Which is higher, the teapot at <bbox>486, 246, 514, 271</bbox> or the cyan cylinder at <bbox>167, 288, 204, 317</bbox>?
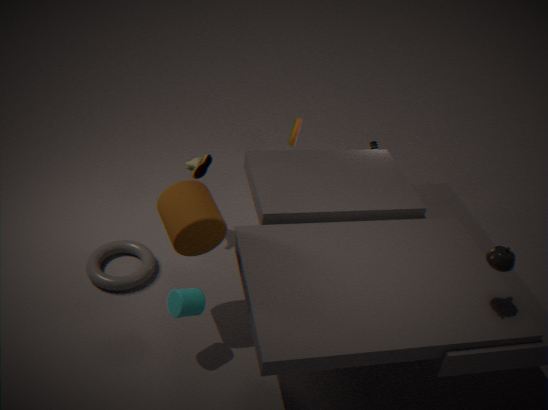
the teapot at <bbox>486, 246, 514, 271</bbox>
